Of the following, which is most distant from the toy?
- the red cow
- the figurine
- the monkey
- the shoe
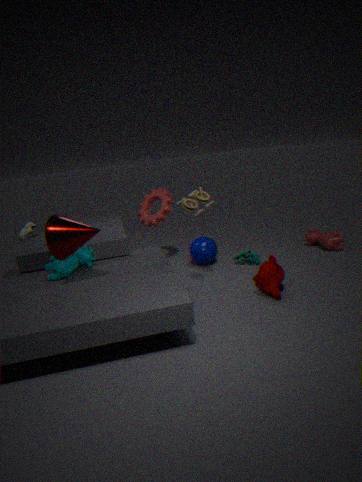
the shoe
